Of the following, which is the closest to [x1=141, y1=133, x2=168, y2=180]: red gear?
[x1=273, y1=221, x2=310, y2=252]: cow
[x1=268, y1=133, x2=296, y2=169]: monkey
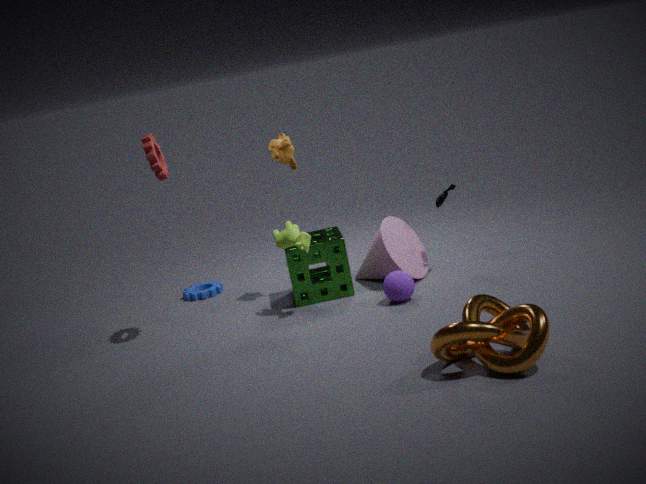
[x1=268, y1=133, x2=296, y2=169]: monkey
